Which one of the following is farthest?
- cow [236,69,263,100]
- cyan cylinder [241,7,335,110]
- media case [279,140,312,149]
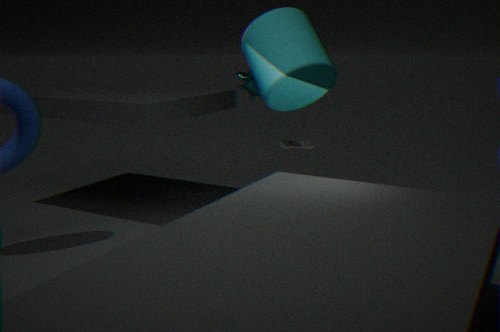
media case [279,140,312,149]
